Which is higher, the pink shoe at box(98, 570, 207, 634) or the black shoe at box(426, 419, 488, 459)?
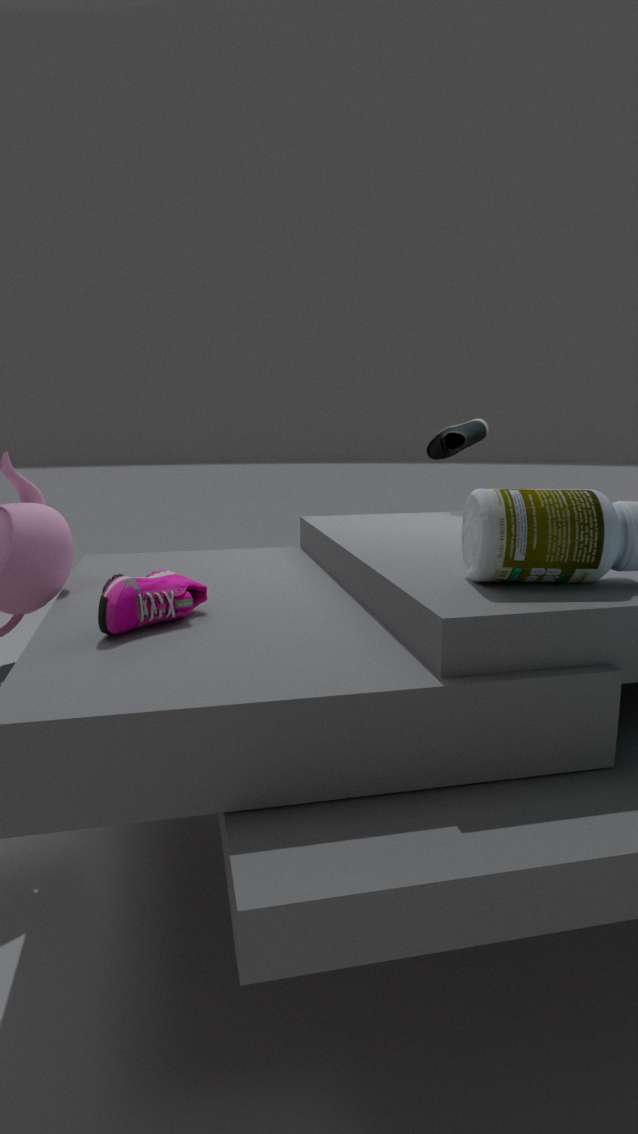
the black shoe at box(426, 419, 488, 459)
